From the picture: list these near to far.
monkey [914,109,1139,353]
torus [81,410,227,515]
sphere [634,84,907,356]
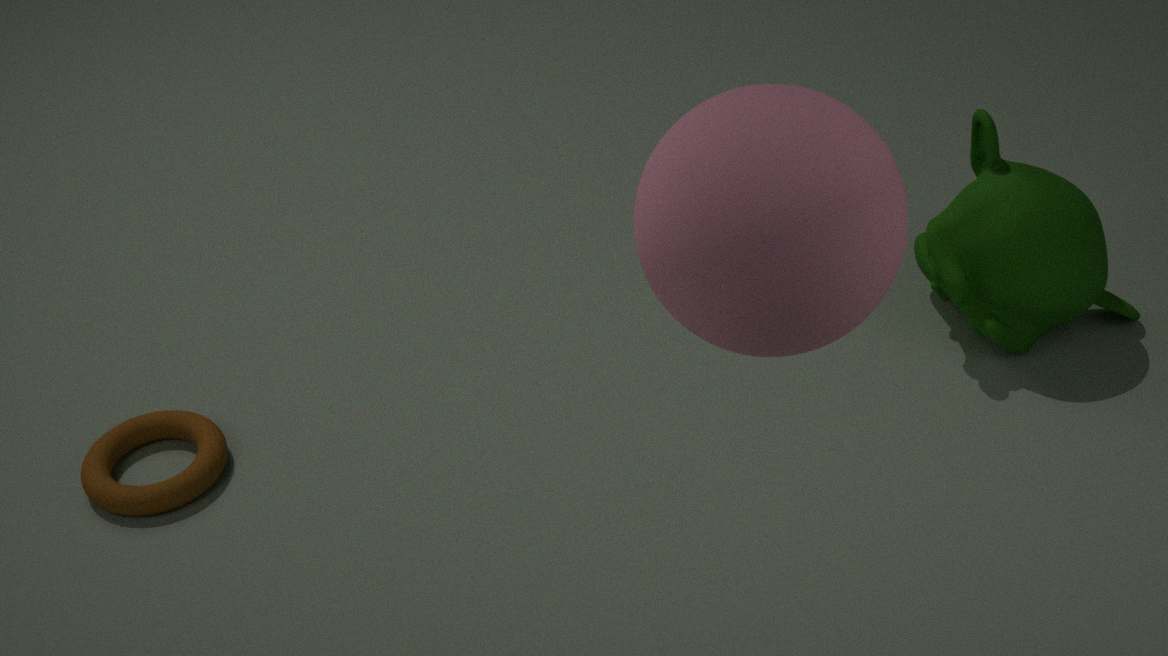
1. sphere [634,84,907,356]
2. monkey [914,109,1139,353]
3. torus [81,410,227,515]
